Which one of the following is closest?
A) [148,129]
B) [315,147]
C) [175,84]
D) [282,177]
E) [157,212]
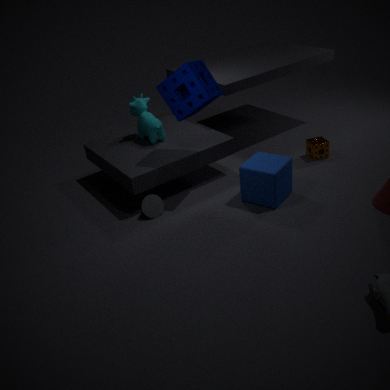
[175,84]
